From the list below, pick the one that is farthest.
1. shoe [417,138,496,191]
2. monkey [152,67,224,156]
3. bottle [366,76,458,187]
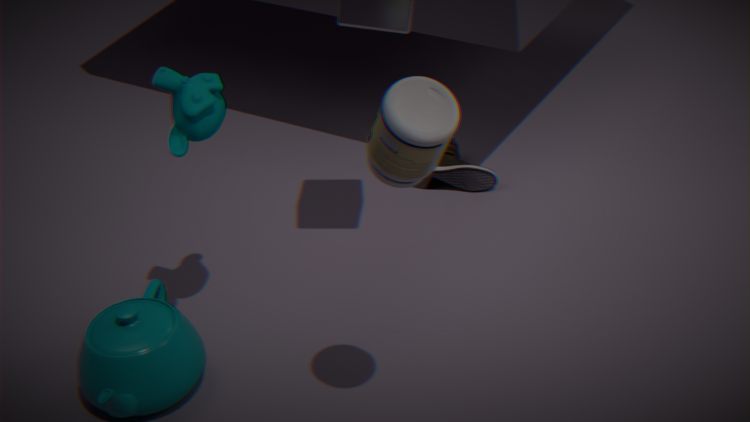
shoe [417,138,496,191]
